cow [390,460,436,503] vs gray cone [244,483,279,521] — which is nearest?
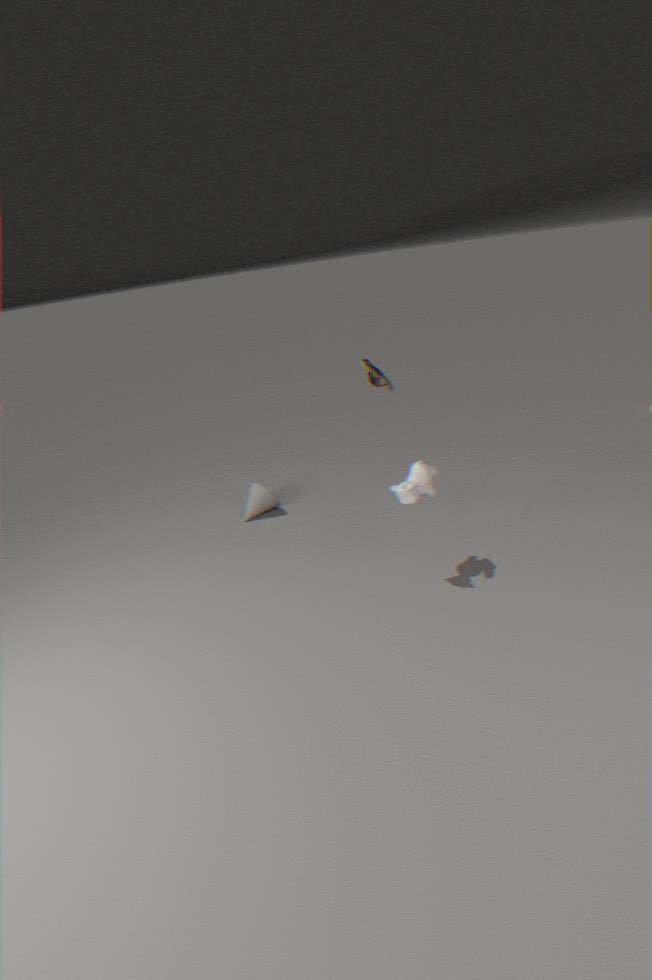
cow [390,460,436,503]
